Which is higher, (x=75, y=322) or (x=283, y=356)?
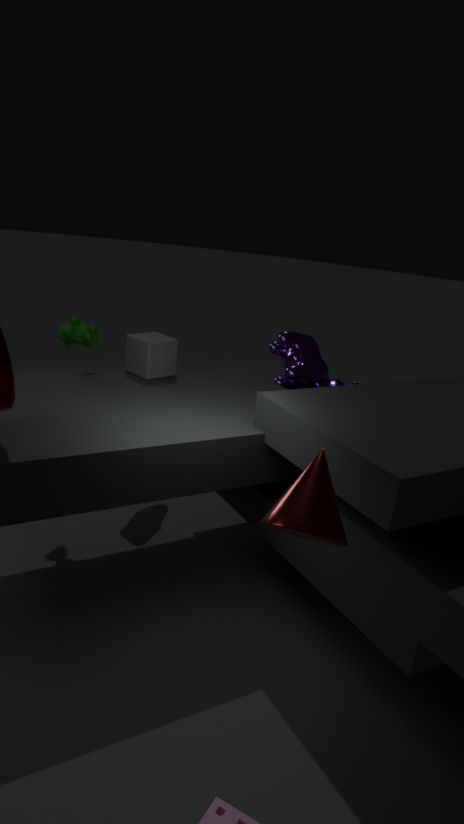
(x=75, y=322)
